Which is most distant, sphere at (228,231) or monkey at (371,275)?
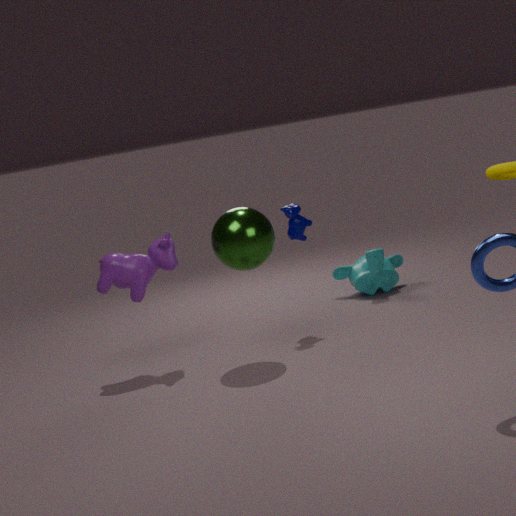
monkey at (371,275)
